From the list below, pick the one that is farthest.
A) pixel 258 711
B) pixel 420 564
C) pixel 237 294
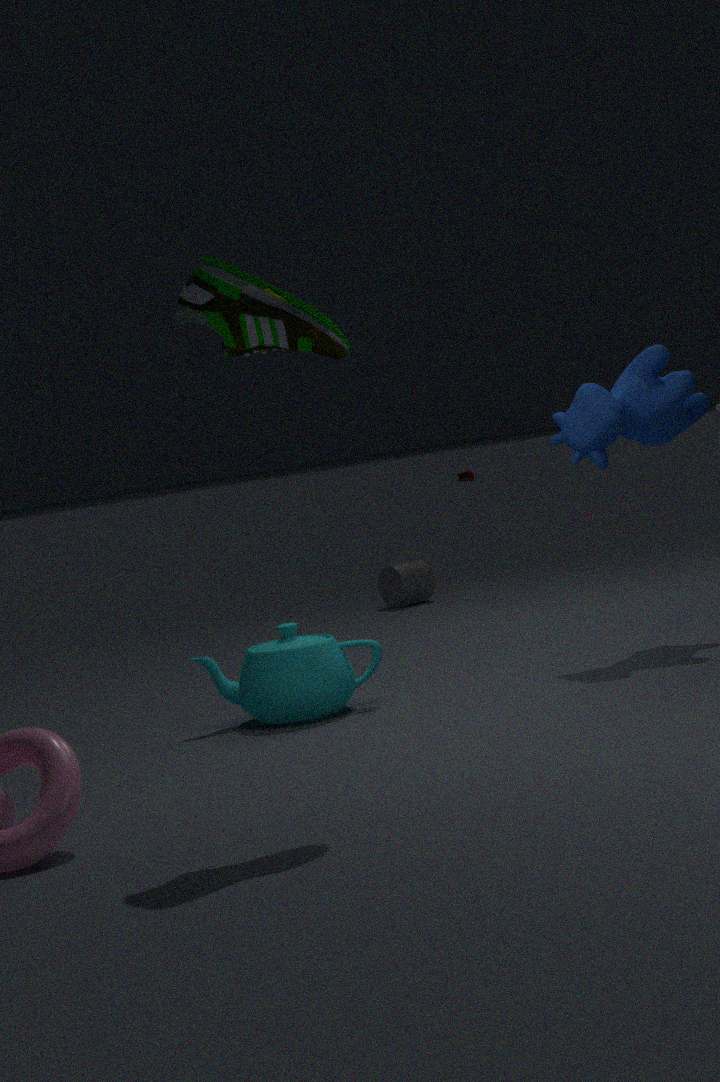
pixel 420 564
